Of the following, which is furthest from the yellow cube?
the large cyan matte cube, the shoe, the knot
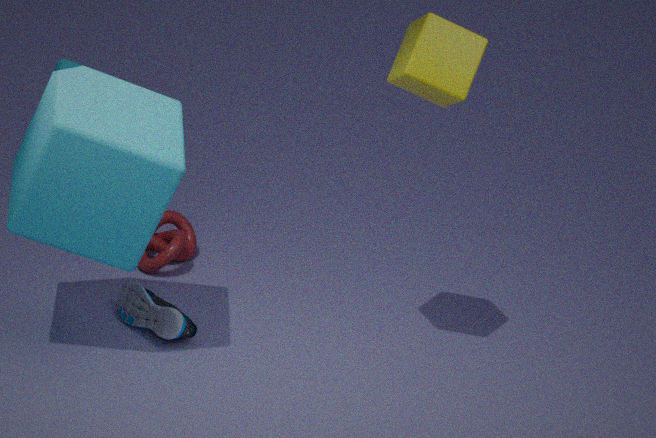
the knot
